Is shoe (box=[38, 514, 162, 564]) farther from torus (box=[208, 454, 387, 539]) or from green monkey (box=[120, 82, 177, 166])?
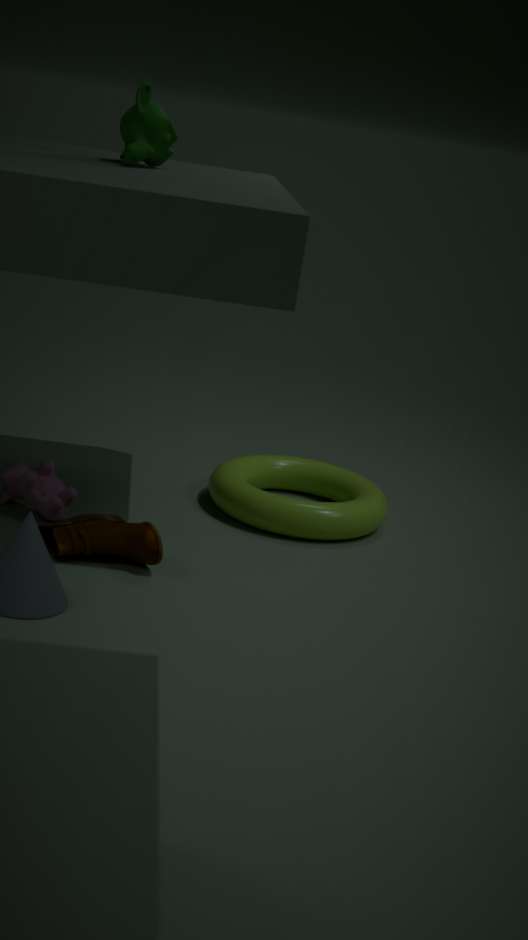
green monkey (box=[120, 82, 177, 166])
